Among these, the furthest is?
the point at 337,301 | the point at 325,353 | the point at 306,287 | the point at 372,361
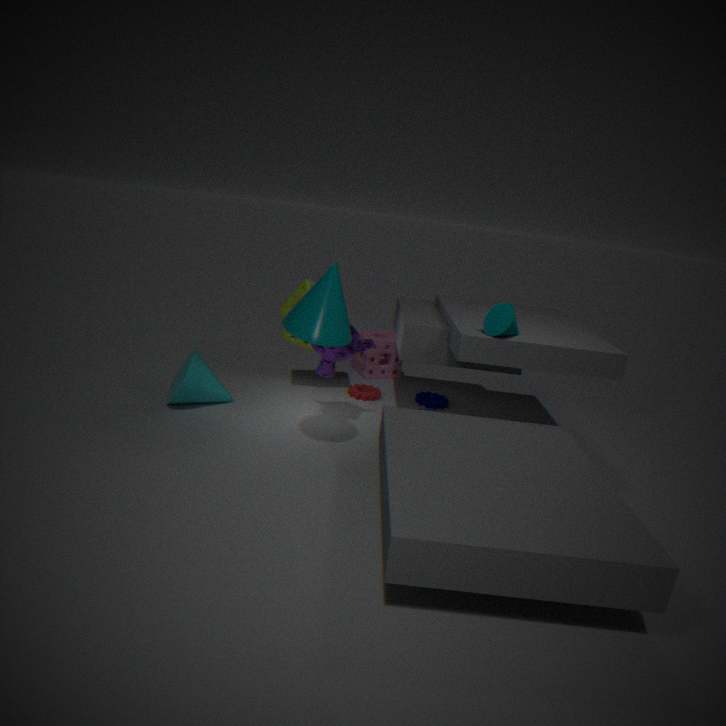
the point at 372,361
